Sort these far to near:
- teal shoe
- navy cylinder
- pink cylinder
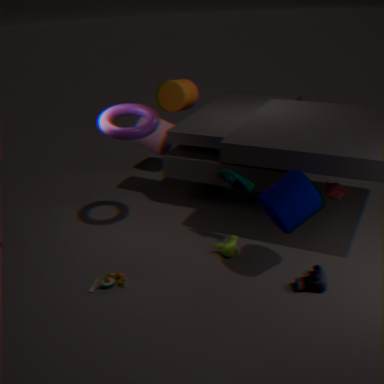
pink cylinder, teal shoe, navy cylinder
